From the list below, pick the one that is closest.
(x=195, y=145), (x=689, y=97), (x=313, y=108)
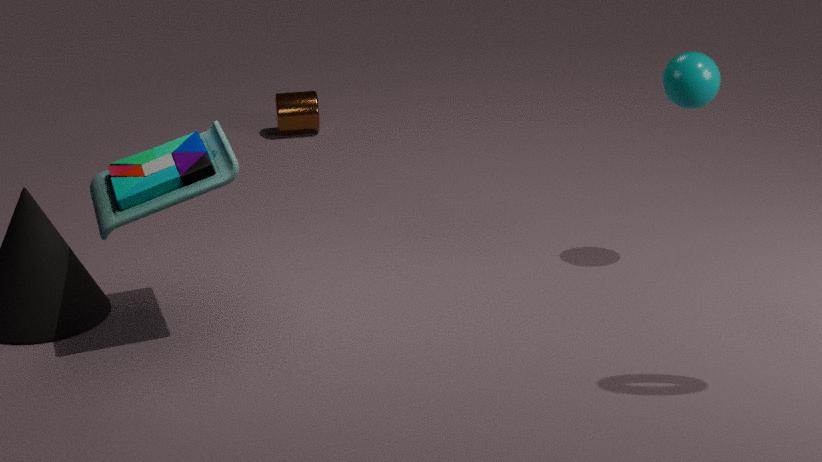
(x=195, y=145)
